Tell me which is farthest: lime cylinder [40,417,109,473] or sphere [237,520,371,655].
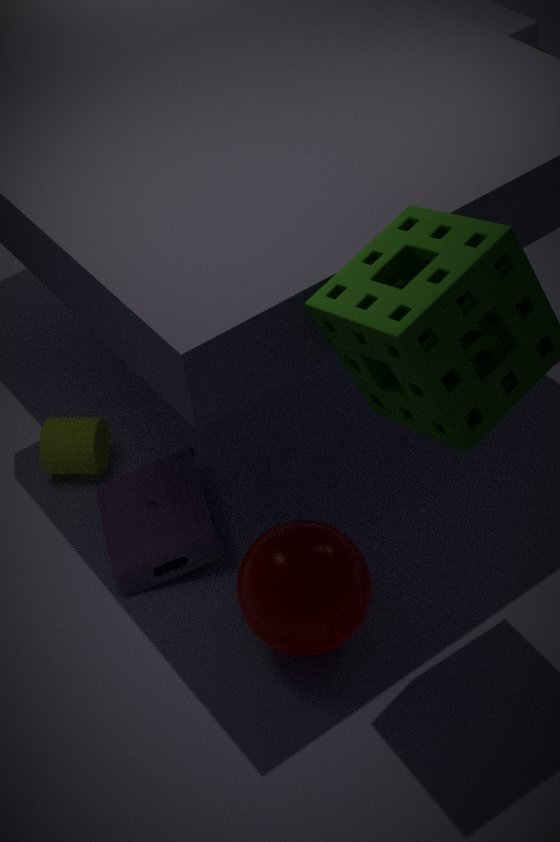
lime cylinder [40,417,109,473]
